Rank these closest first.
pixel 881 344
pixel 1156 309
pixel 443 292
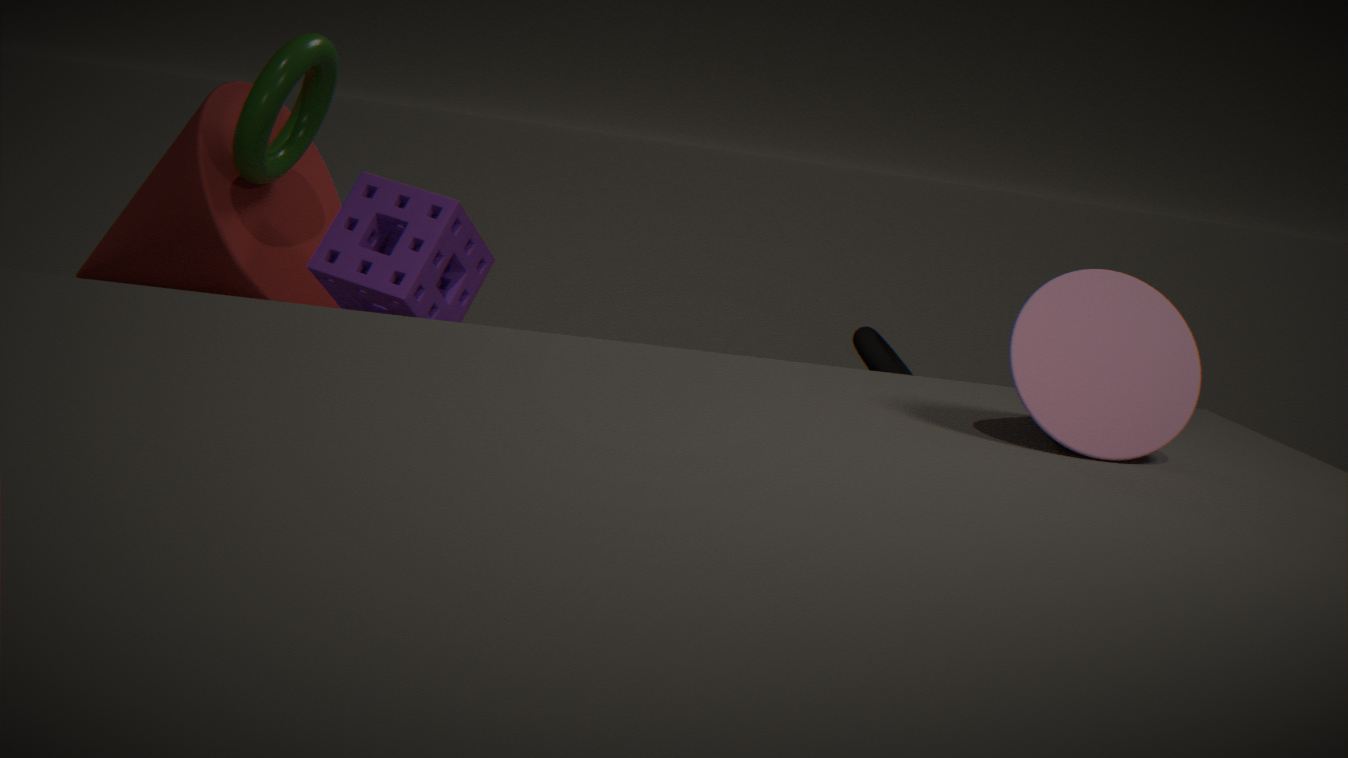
pixel 1156 309 < pixel 443 292 < pixel 881 344
